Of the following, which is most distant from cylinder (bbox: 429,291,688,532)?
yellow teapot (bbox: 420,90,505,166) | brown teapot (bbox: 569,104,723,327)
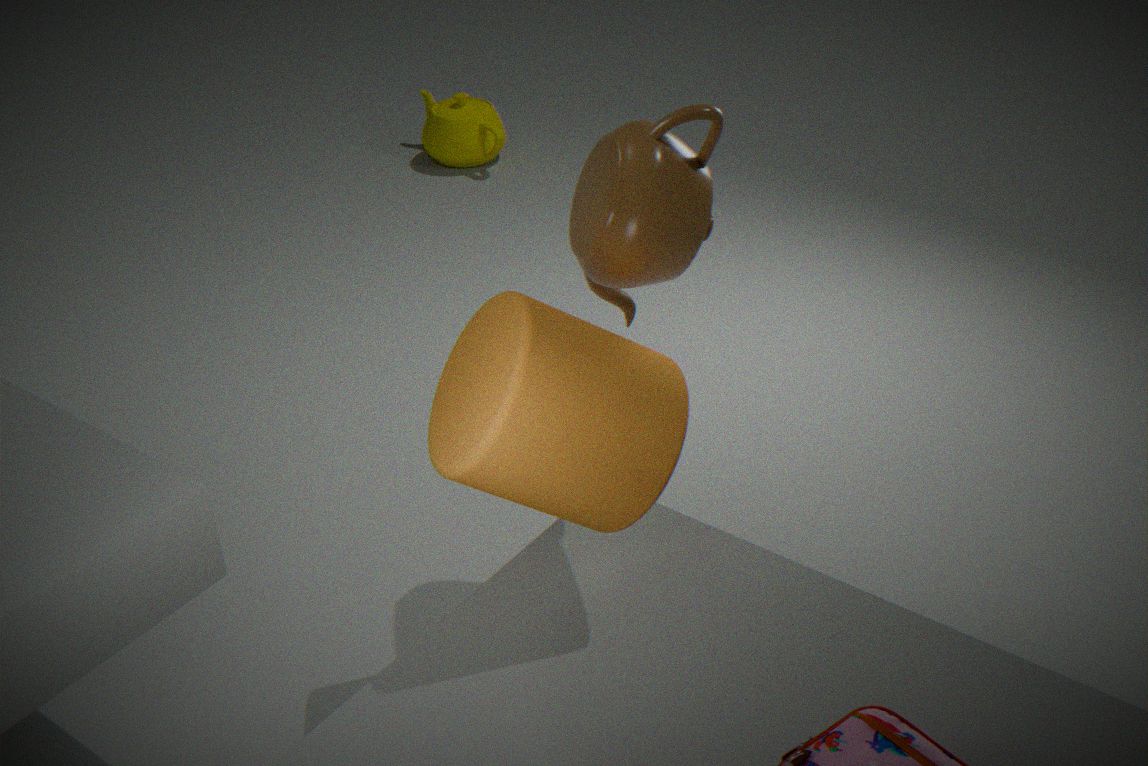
yellow teapot (bbox: 420,90,505,166)
